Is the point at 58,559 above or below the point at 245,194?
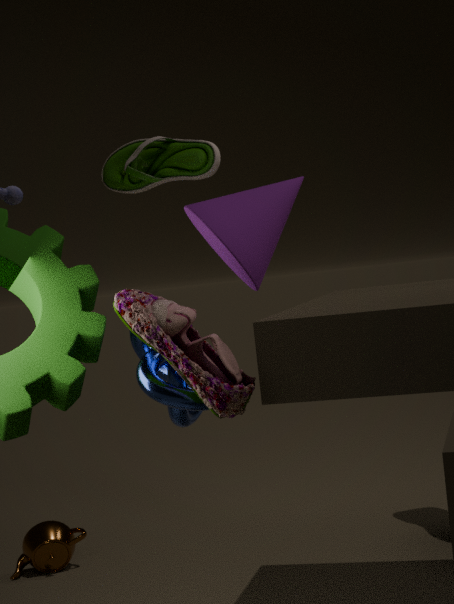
below
